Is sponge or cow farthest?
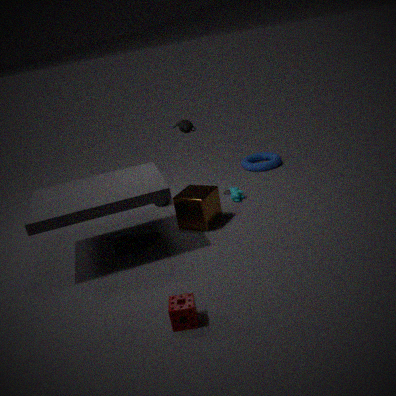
cow
